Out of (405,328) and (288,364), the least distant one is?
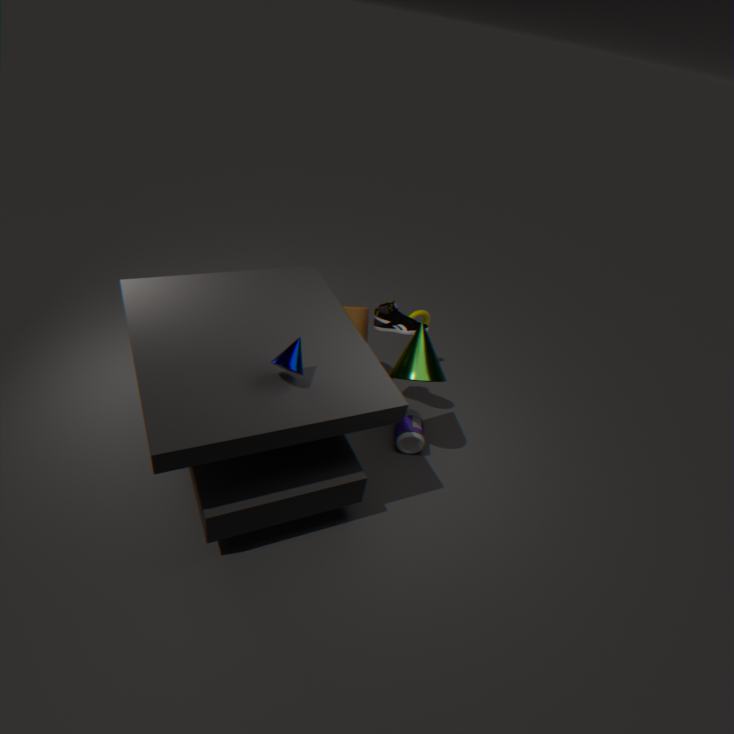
(288,364)
